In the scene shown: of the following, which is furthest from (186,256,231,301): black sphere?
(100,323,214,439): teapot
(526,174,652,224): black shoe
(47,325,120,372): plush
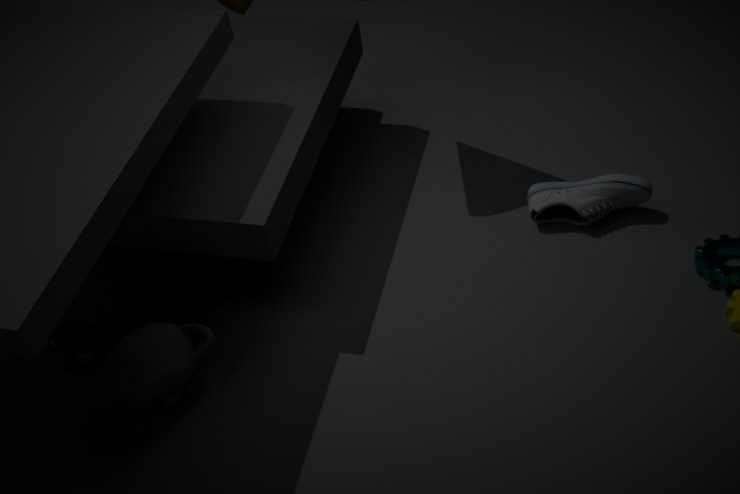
(526,174,652,224): black shoe
